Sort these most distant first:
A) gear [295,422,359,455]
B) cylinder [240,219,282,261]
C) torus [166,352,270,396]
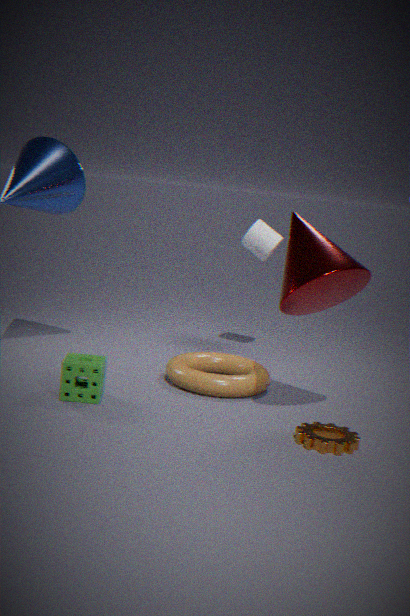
1. cylinder [240,219,282,261]
2. torus [166,352,270,396]
3. gear [295,422,359,455]
